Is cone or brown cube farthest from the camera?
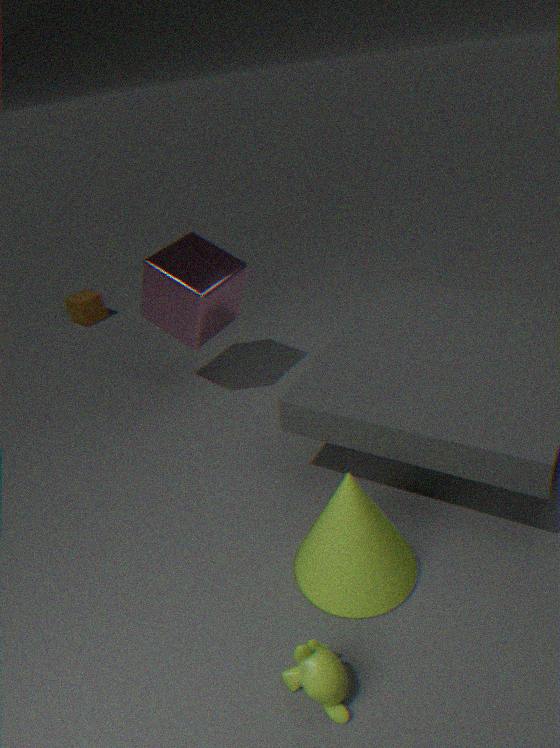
brown cube
